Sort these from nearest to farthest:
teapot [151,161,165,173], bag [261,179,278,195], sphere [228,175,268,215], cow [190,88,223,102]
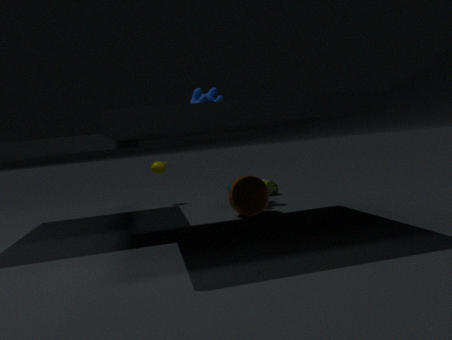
sphere [228,175,268,215], cow [190,88,223,102], bag [261,179,278,195], teapot [151,161,165,173]
